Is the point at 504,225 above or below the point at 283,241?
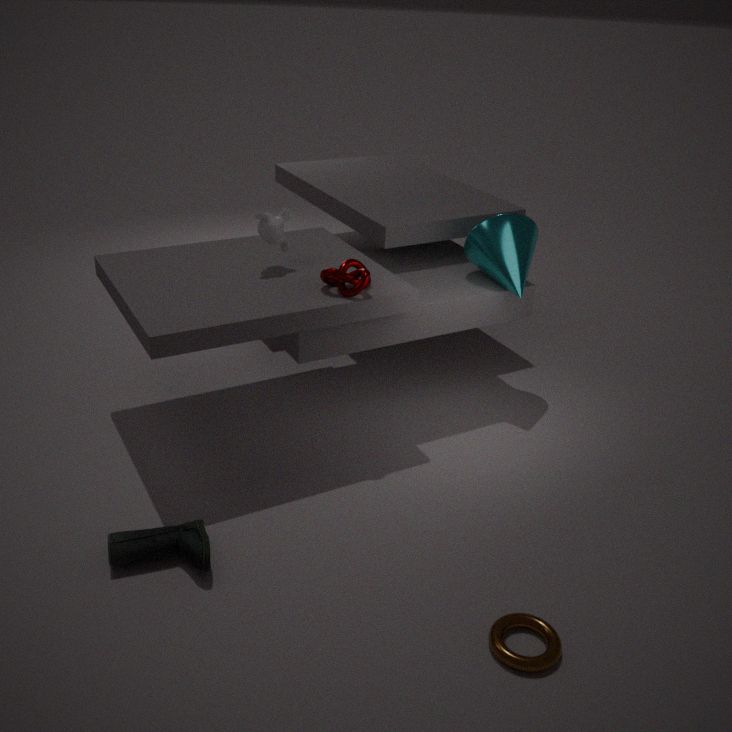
below
